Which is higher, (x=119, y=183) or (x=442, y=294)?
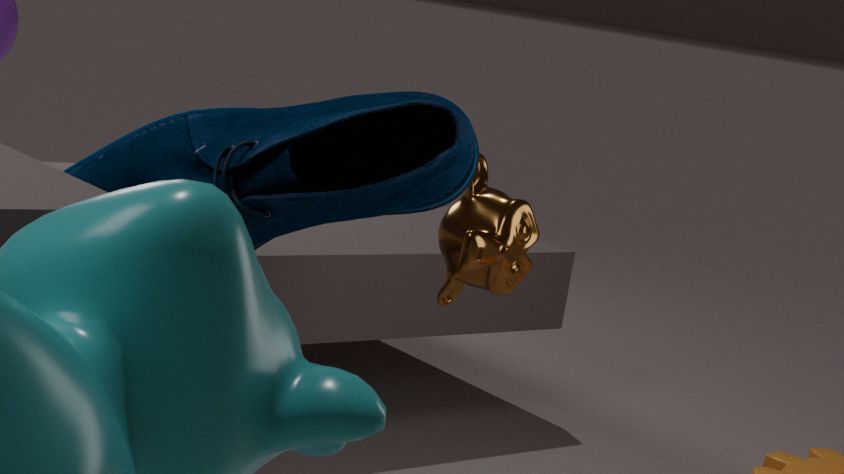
(x=119, y=183)
